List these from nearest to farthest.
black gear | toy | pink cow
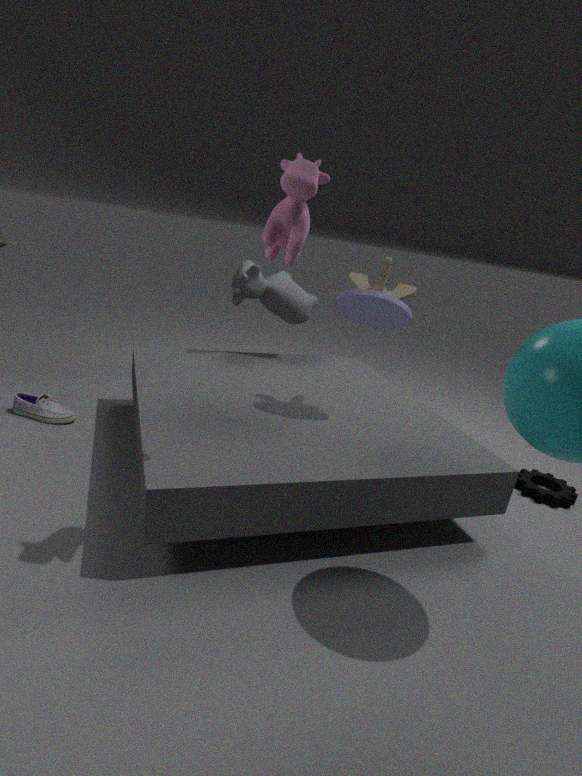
pink cow → toy → black gear
